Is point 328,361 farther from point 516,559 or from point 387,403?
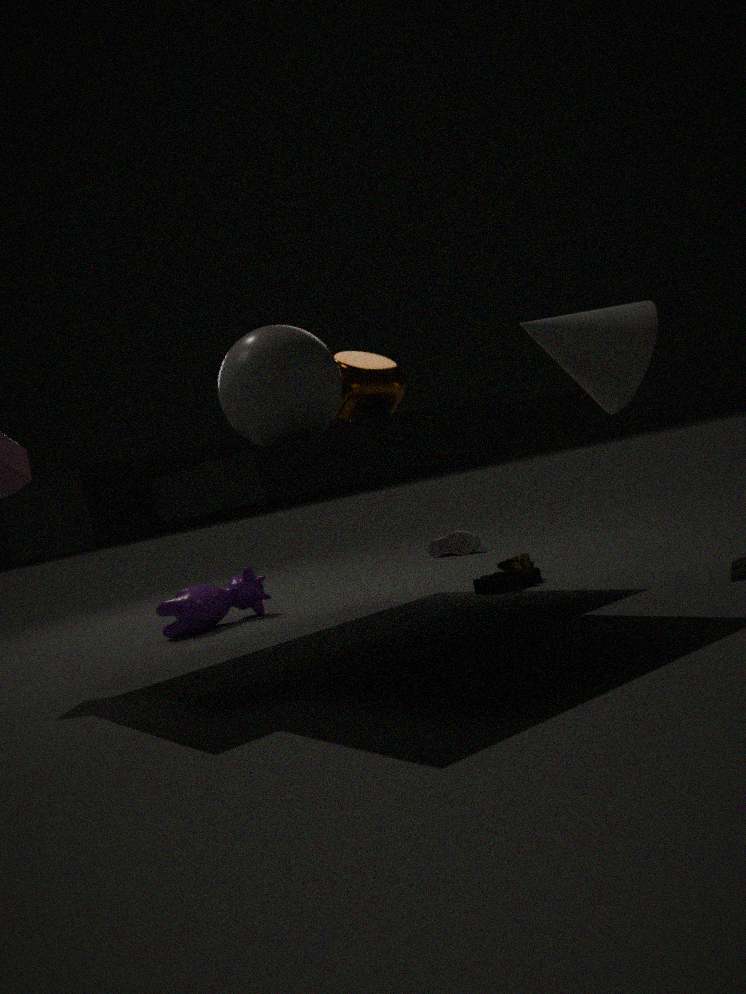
point 516,559
